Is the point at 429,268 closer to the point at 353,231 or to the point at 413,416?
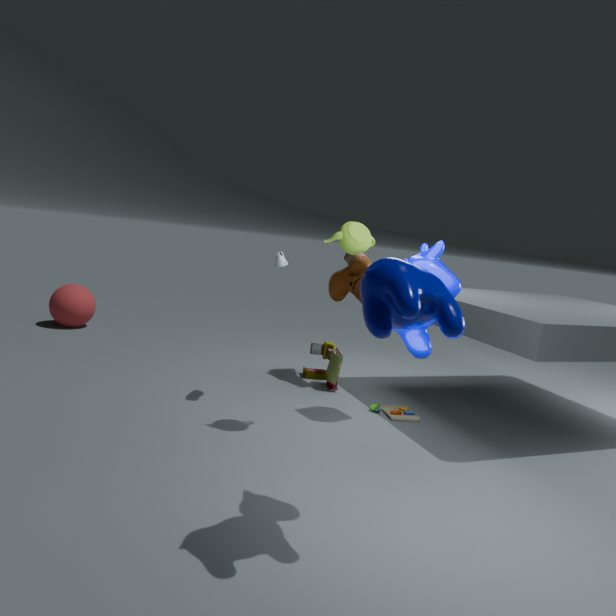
the point at 353,231
